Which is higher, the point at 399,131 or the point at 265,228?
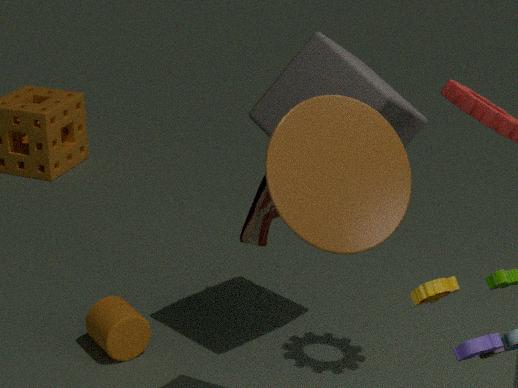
the point at 399,131
